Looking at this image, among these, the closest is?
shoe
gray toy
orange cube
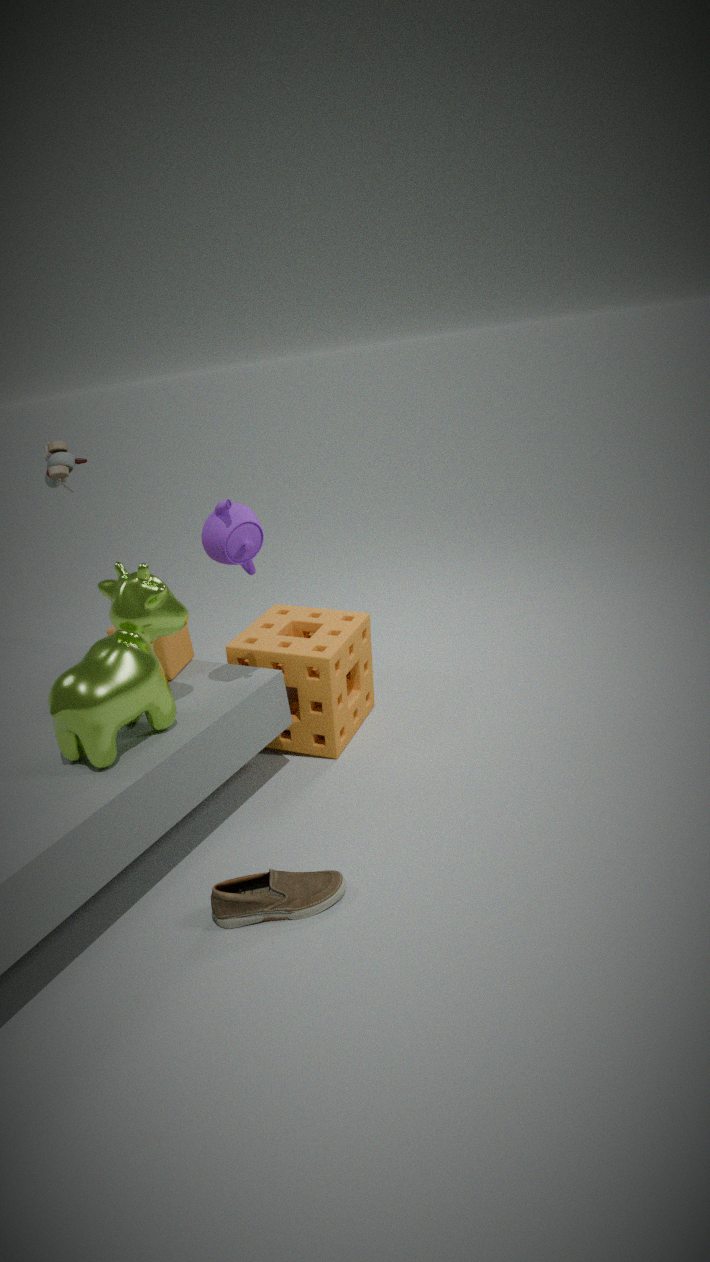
shoe
